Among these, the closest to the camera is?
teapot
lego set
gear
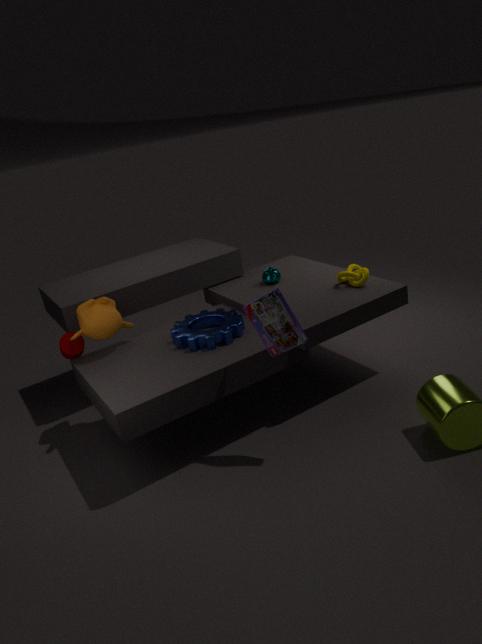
lego set
